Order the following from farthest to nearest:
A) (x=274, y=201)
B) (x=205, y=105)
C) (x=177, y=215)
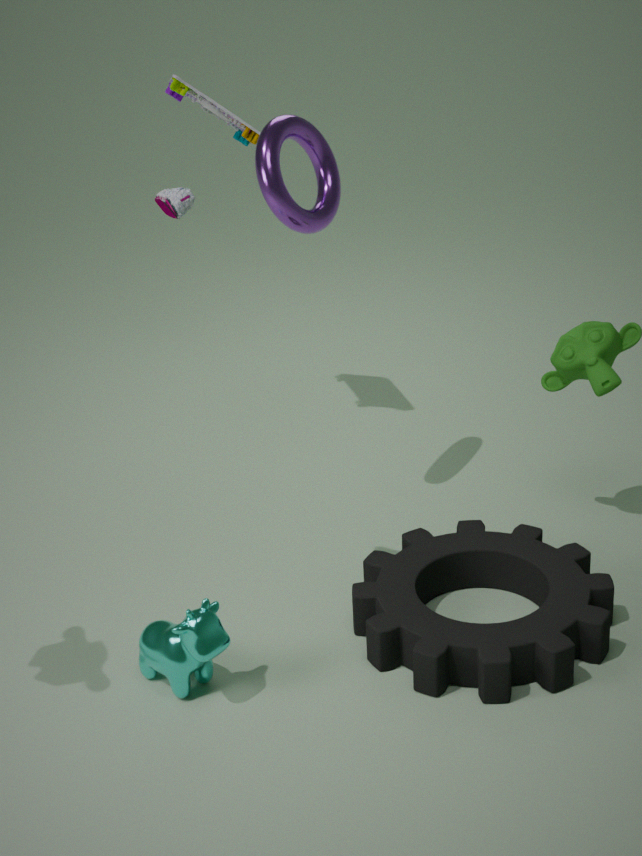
1. (x=205, y=105)
2. (x=274, y=201)
3. (x=177, y=215)
